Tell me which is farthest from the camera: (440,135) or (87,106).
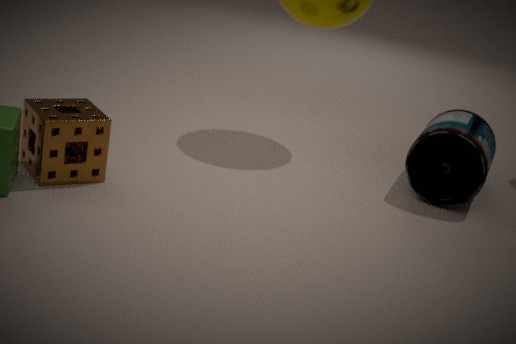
(440,135)
